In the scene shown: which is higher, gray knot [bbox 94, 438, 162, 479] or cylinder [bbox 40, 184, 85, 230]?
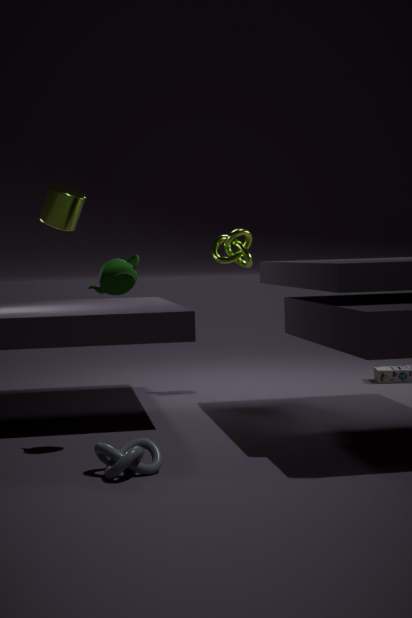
cylinder [bbox 40, 184, 85, 230]
